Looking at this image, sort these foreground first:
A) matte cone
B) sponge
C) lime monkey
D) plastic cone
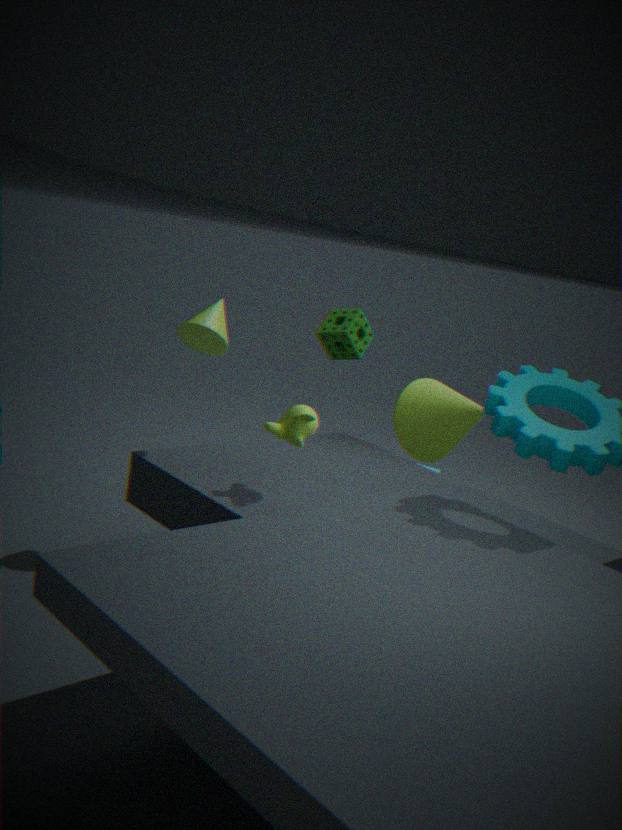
lime monkey < plastic cone < matte cone < sponge
